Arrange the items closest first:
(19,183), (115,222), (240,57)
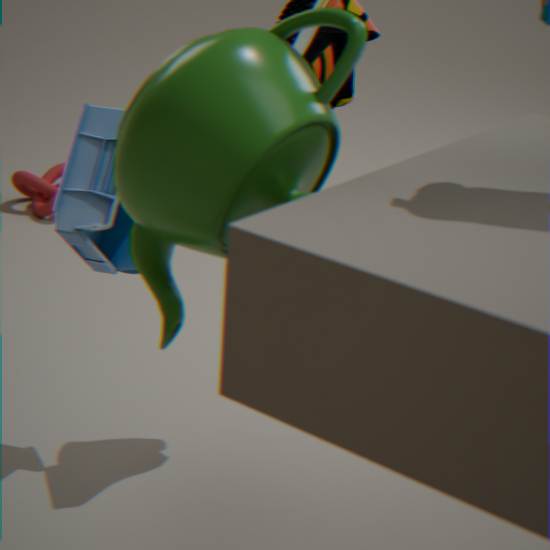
(240,57), (115,222), (19,183)
